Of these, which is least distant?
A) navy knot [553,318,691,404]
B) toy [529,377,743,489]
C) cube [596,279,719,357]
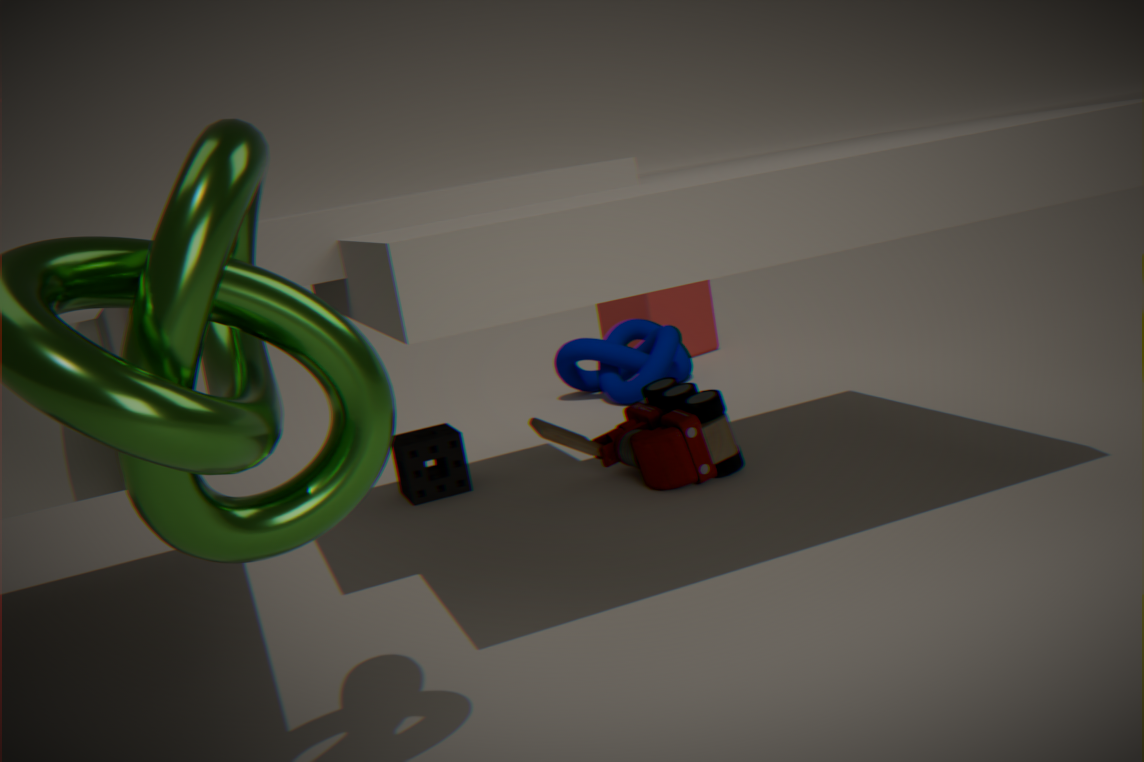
toy [529,377,743,489]
